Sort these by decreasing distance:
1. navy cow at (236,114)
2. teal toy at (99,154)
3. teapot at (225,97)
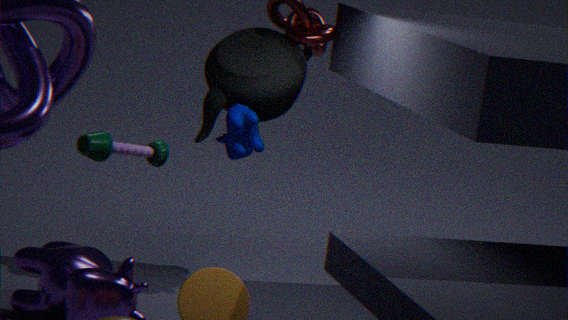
teapot at (225,97) < navy cow at (236,114) < teal toy at (99,154)
